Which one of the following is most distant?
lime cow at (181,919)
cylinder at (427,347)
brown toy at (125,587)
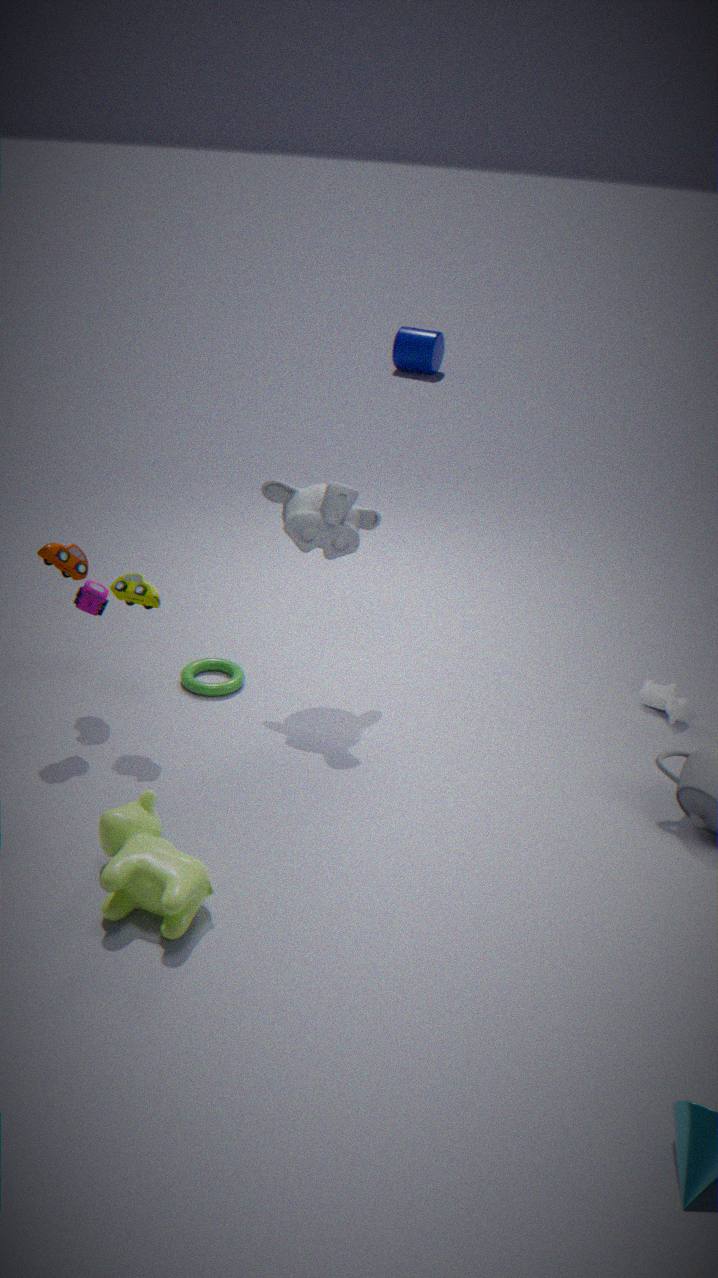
cylinder at (427,347)
